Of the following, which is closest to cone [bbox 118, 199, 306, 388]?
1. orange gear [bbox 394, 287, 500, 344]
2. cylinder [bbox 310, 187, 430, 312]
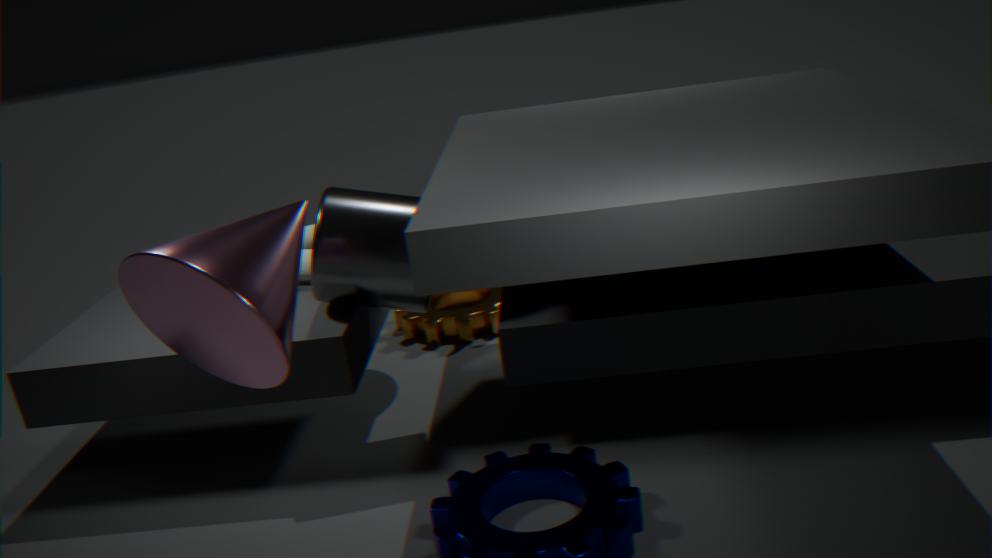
cylinder [bbox 310, 187, 430, 312]
